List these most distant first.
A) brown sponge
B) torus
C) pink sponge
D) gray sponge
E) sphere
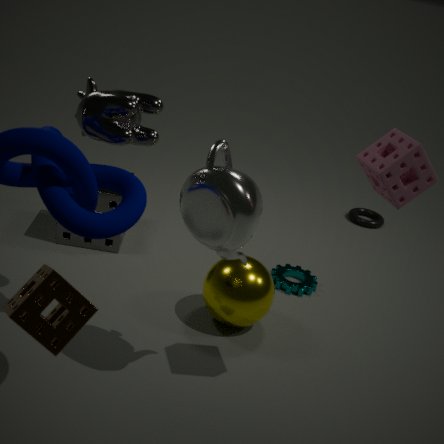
torus, gray sponge, sphere, pink sponge, brown sponge
